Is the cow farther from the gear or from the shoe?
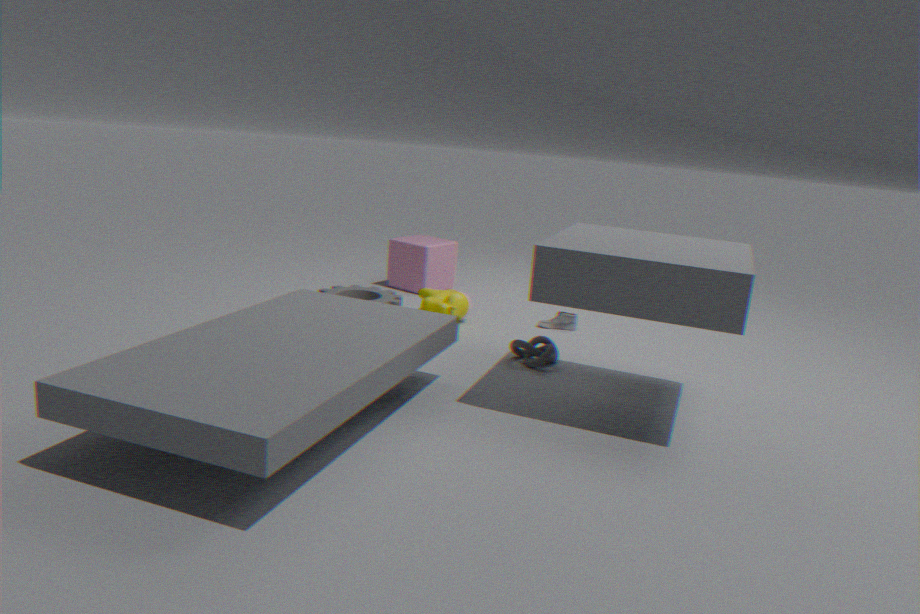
the shoe
